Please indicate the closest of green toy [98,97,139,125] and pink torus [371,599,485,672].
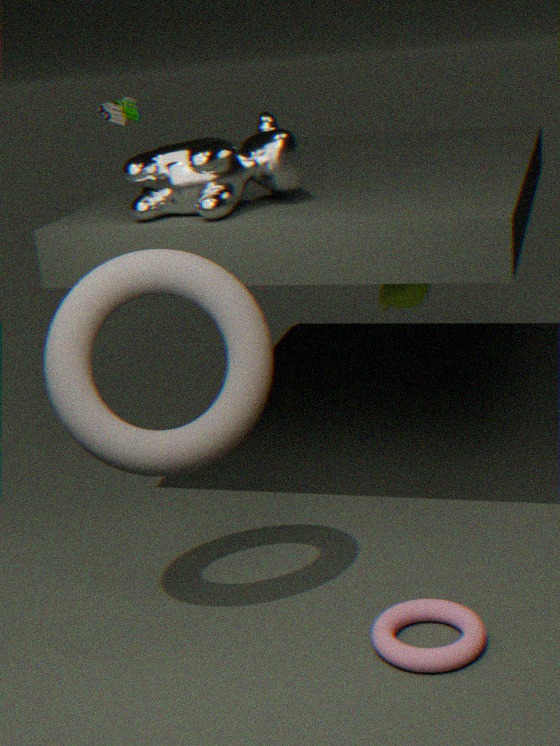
pink torus [371,599,485,672]
